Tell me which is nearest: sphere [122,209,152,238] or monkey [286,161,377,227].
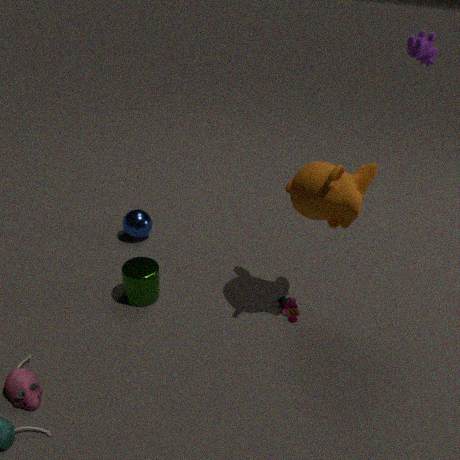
monkey [286,161,377,227]
